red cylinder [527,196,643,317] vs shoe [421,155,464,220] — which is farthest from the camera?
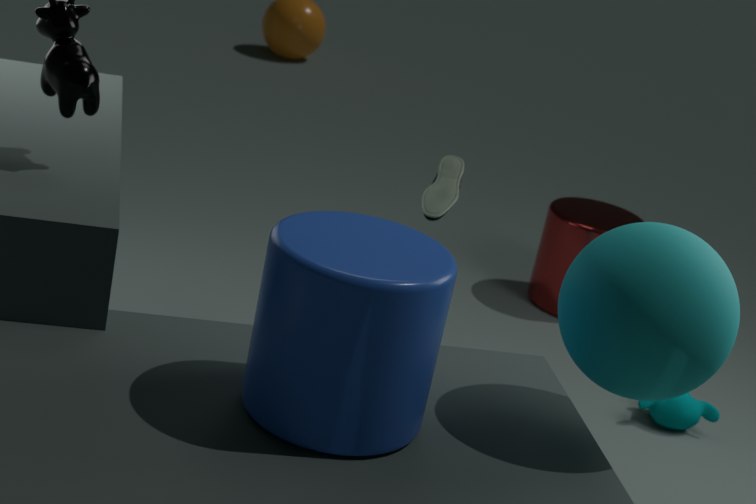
red cylinder [527,196,643,317]
